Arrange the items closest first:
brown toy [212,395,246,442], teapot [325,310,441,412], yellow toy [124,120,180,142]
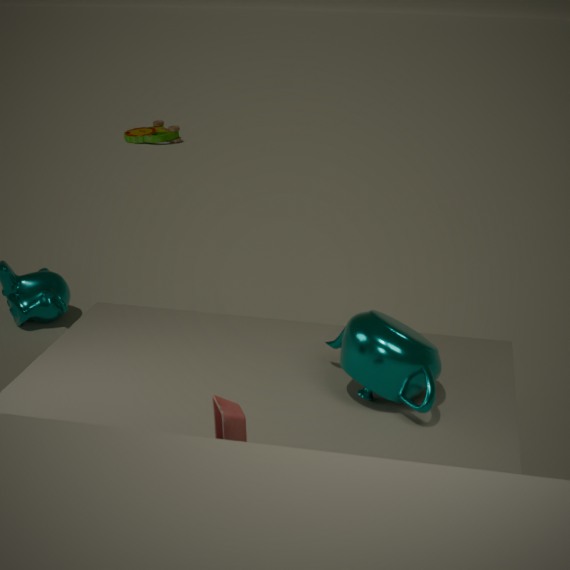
1. brown toy [212,395,246,442]
2. teapot [325,310,441,412]
3. yellow toy [124,120,180,142]
